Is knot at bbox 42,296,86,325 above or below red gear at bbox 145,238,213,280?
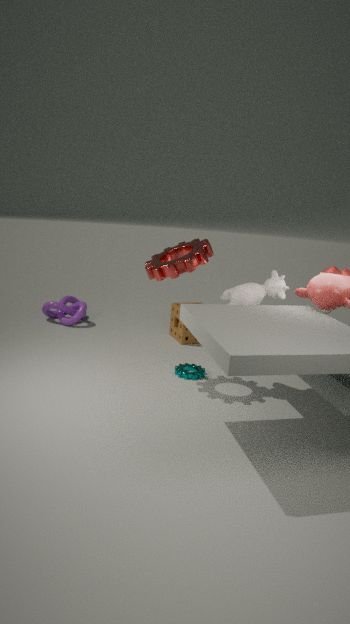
below
